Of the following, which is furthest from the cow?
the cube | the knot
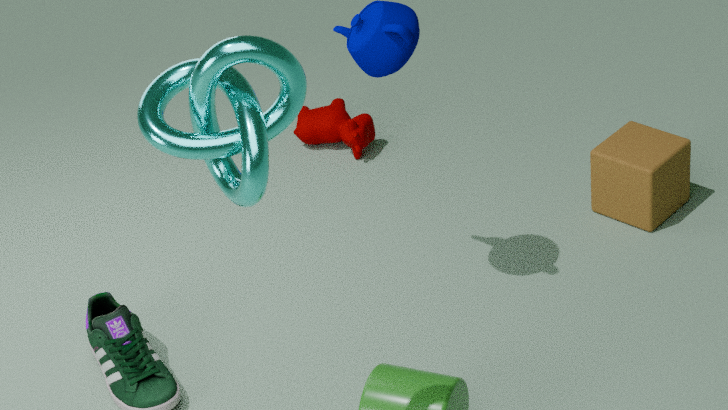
the knot
